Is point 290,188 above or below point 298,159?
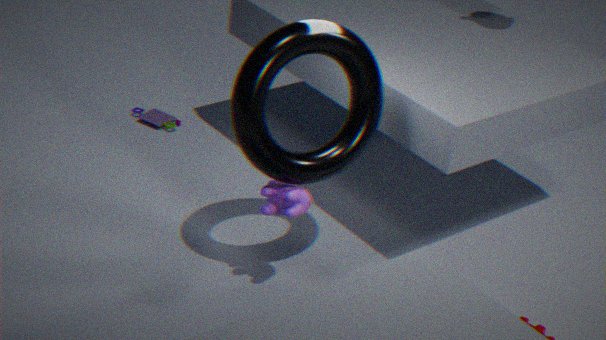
below
